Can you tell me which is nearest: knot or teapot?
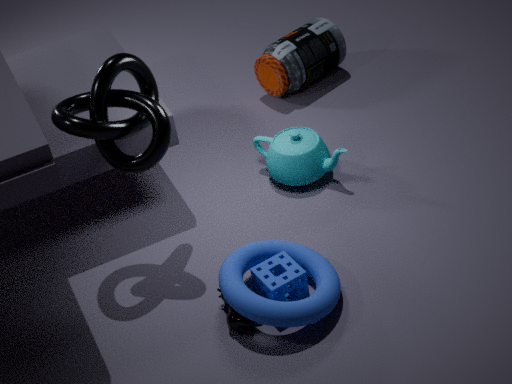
knot
